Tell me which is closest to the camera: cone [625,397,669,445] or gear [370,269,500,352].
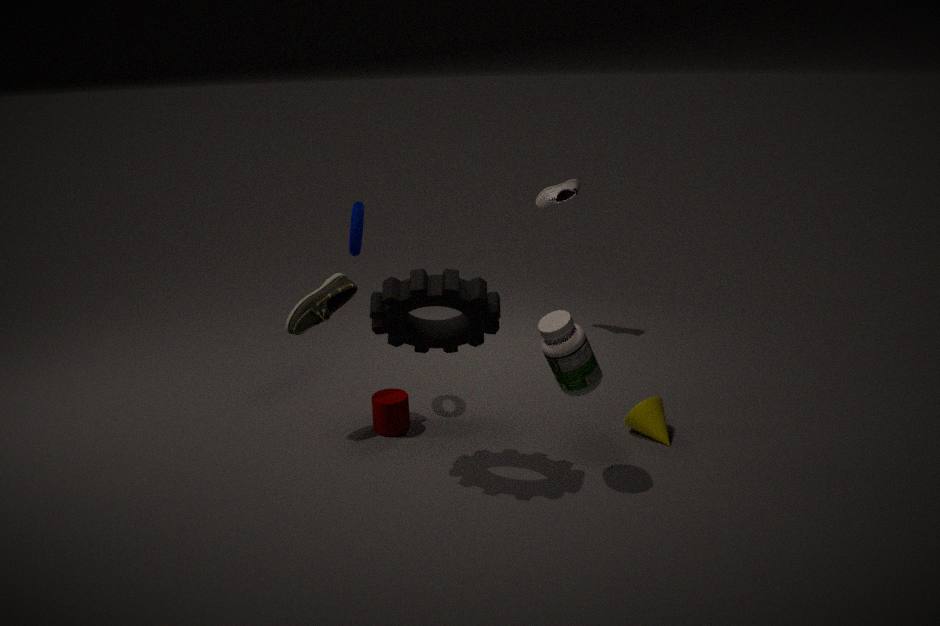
gear [370,269,500,352]
